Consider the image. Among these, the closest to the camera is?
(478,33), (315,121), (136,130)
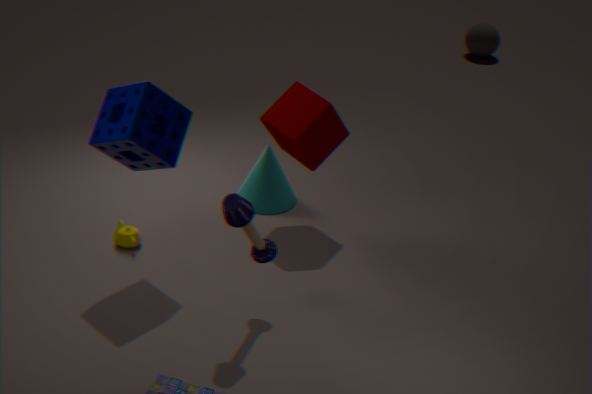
(136,130)
